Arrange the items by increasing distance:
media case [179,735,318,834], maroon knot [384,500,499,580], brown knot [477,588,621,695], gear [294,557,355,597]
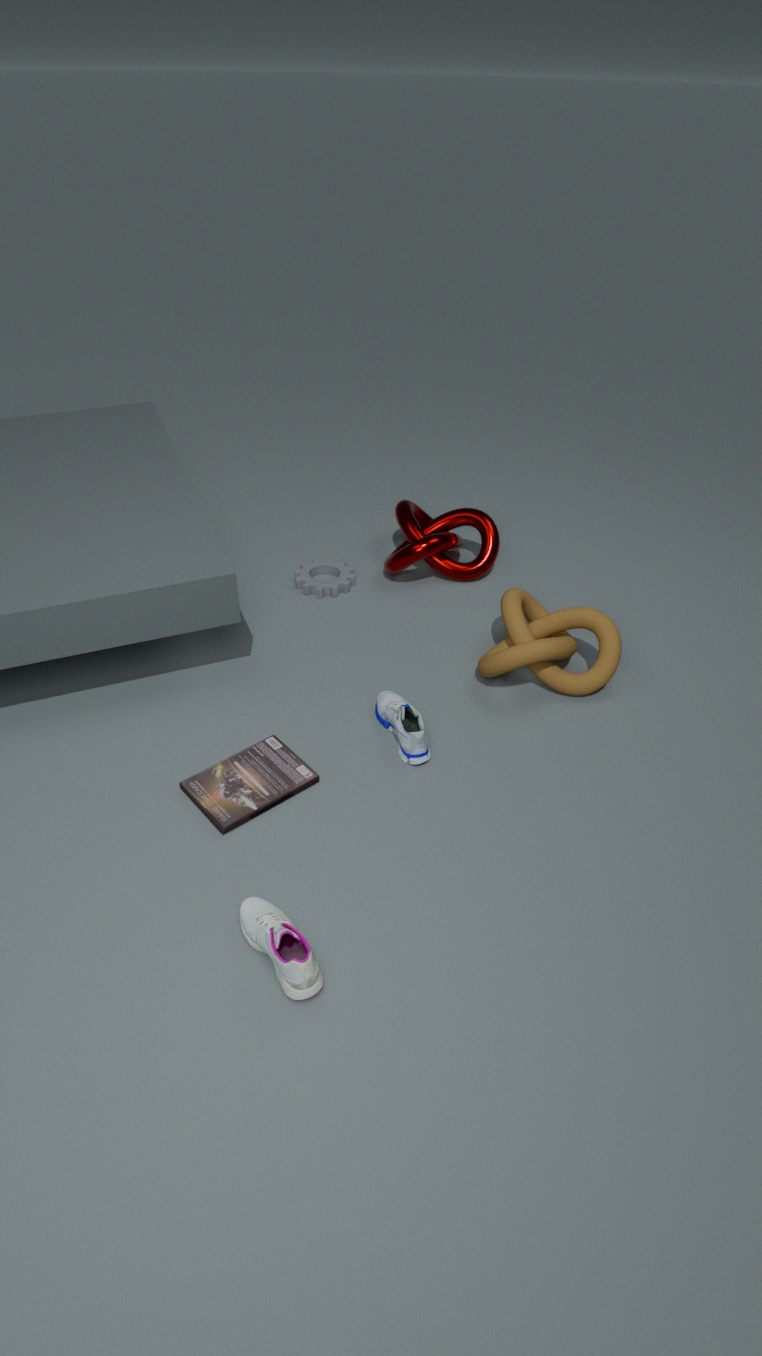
media case [179,735,318,834], brown knot [477,588,621,695], maroon knot [384,500,499,580], gear [294,557,355,597]
